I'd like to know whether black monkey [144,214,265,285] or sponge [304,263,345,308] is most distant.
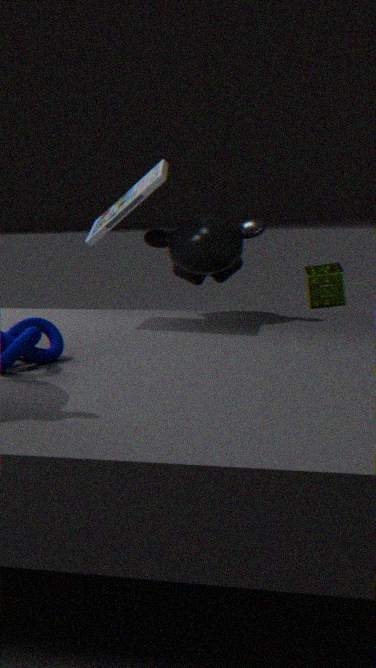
sponge [304,263,345,308]
